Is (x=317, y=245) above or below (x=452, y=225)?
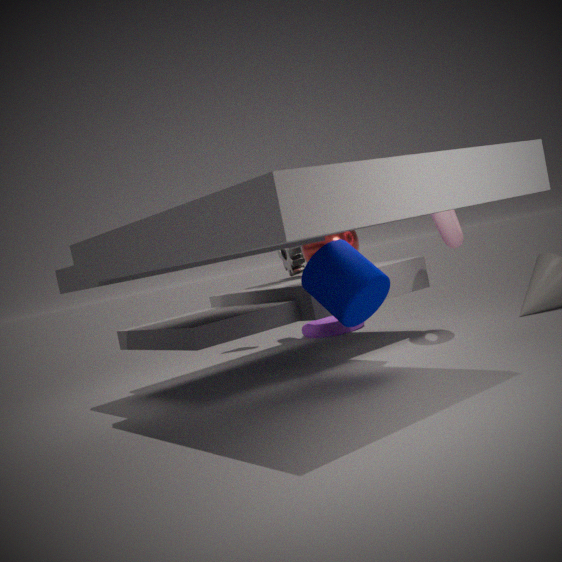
below
